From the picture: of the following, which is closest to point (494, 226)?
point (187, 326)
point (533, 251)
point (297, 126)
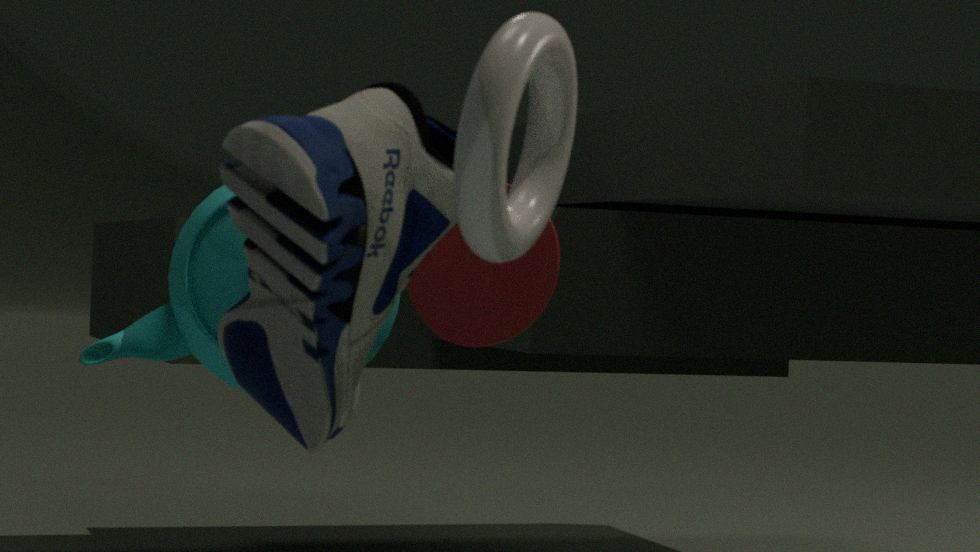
point (297, 126)
